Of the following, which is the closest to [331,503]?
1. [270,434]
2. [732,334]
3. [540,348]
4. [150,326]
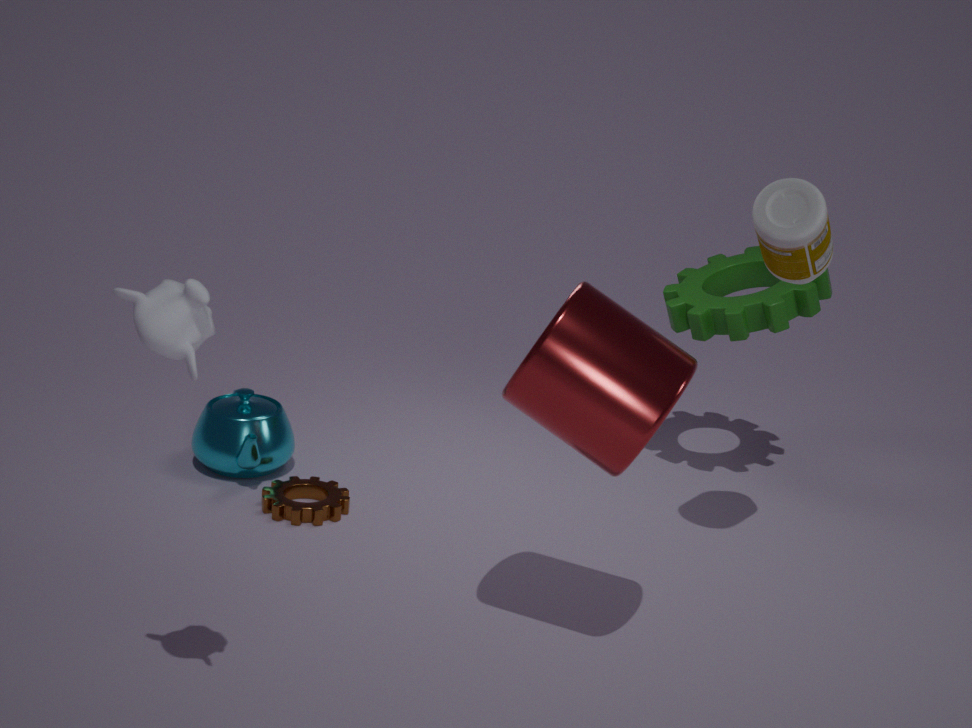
[270,434]
